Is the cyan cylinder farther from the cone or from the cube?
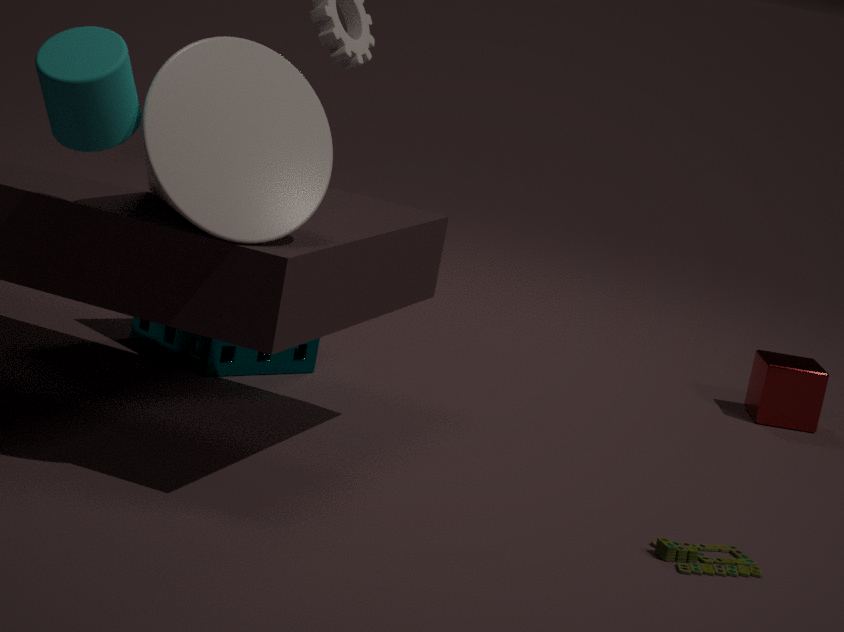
the cube
